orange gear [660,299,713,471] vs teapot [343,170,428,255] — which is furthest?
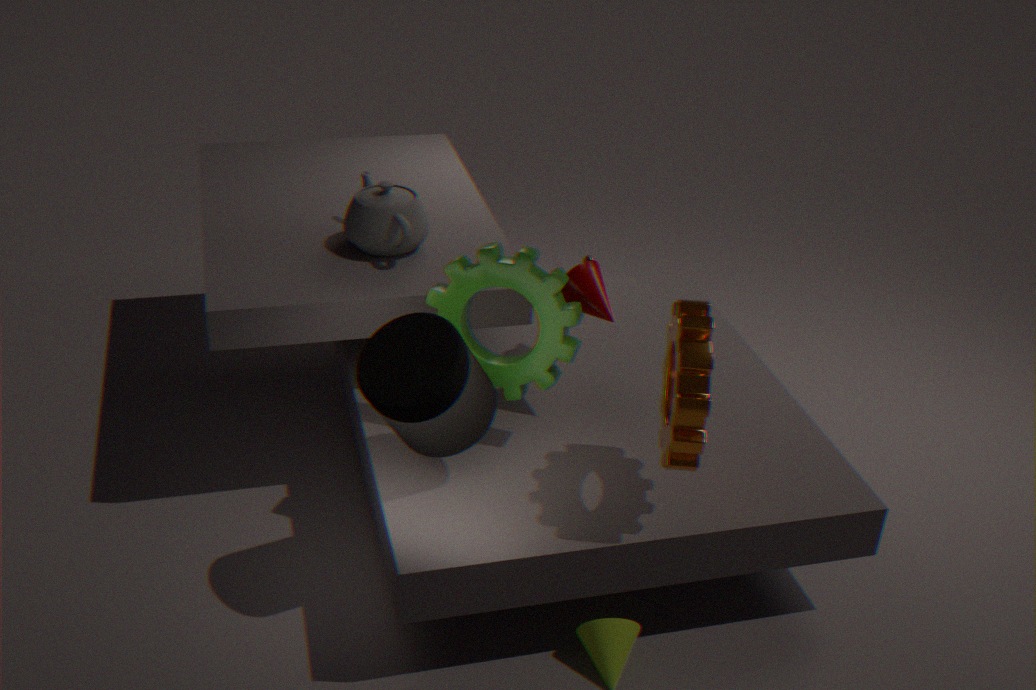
teapot [343,170,428,255]
